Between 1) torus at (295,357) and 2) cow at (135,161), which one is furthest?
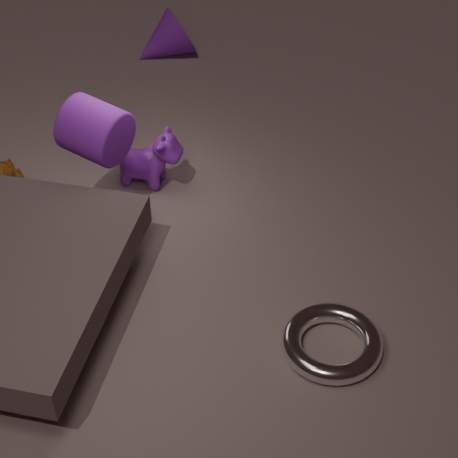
2. cow at (135,161)
